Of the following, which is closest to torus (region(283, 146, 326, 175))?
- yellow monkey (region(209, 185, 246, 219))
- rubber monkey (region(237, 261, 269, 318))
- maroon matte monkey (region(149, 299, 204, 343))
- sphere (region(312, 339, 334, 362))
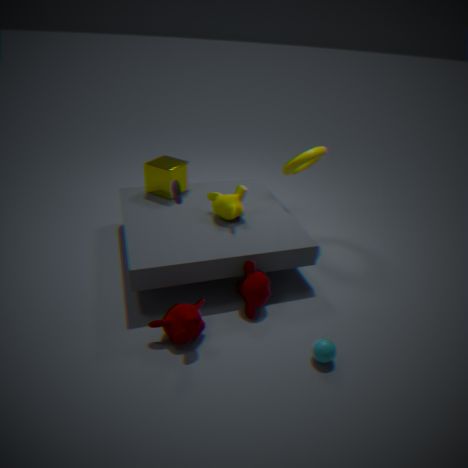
yellow monkey (region(209, 185, 246, 219))
